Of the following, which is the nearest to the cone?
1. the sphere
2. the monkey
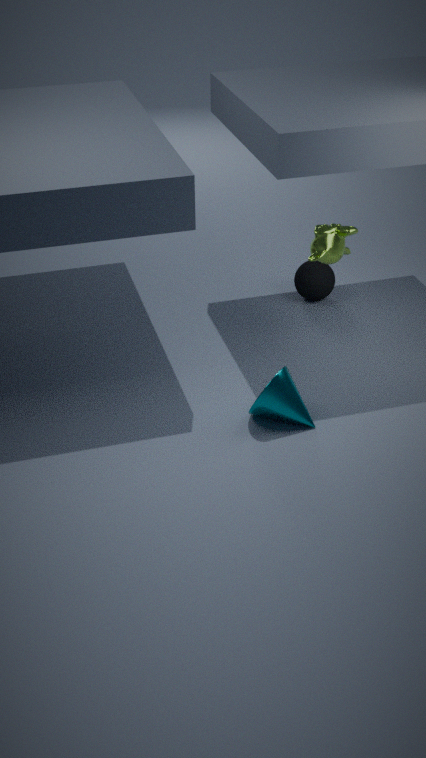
the monkey
